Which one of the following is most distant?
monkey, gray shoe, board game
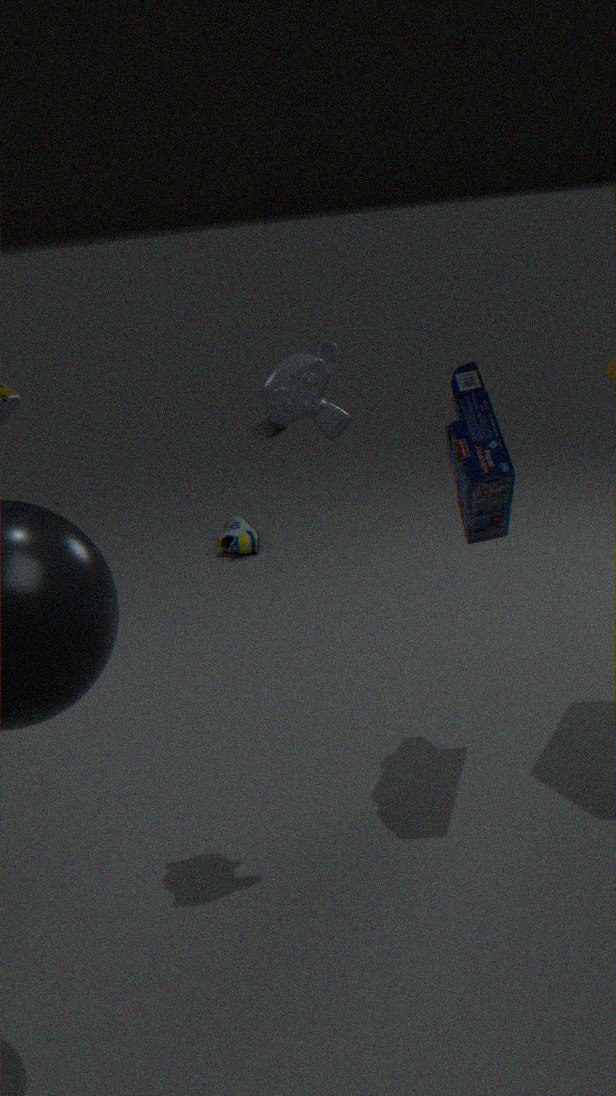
gray shoe
